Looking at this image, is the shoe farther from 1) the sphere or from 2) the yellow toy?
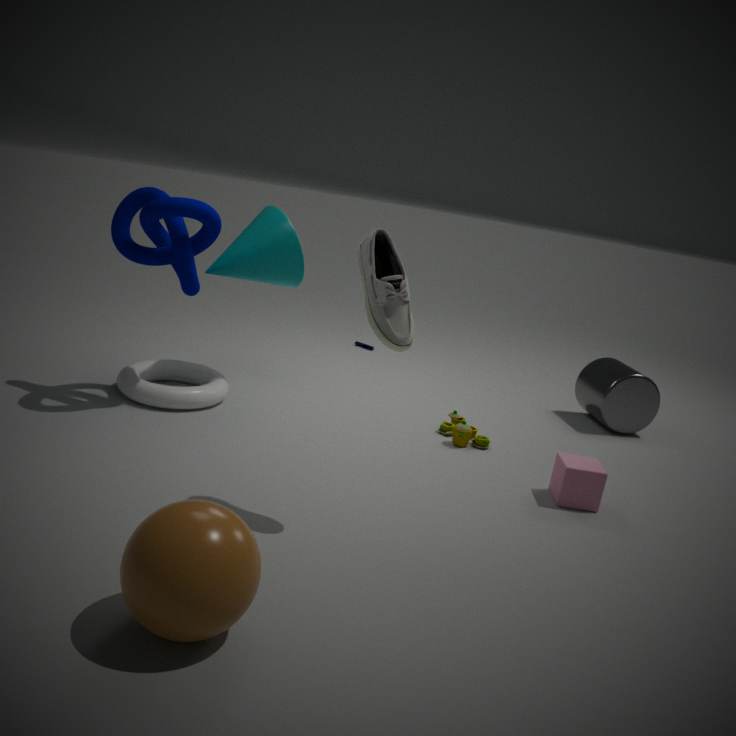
2) the yellow toy
